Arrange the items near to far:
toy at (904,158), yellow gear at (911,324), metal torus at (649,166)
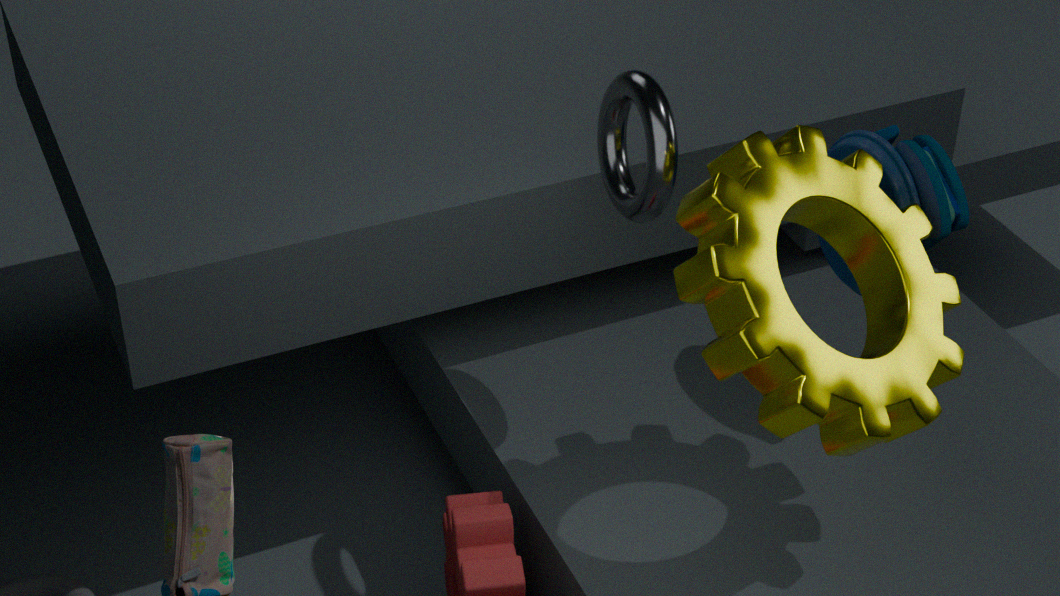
1. yellow gear at (911,324)
2. metal torus at (649,166)
3. toy at (904,158)
